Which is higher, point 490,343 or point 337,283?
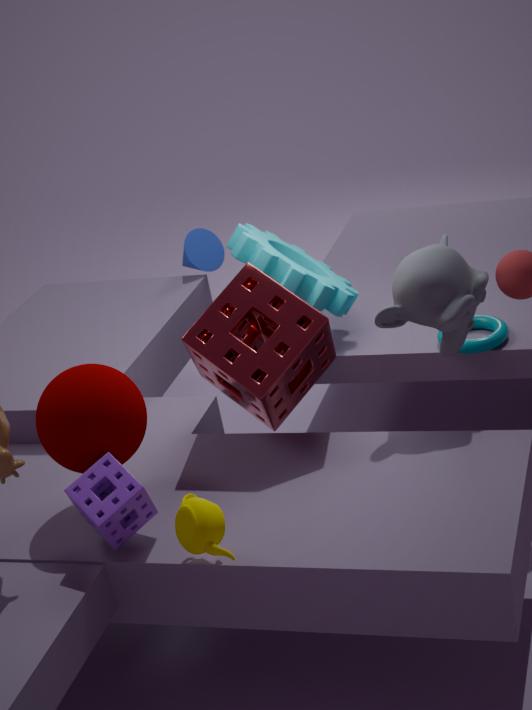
point 337,283
